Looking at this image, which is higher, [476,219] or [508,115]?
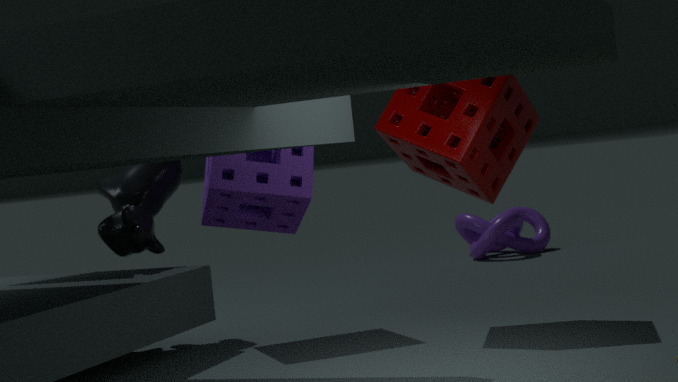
[508,115]
